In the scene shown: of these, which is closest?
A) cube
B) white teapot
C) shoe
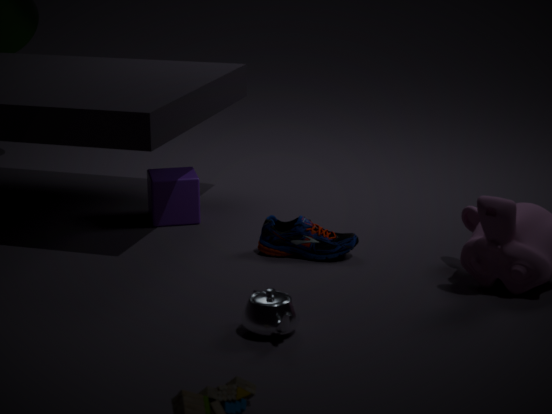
white teapot
